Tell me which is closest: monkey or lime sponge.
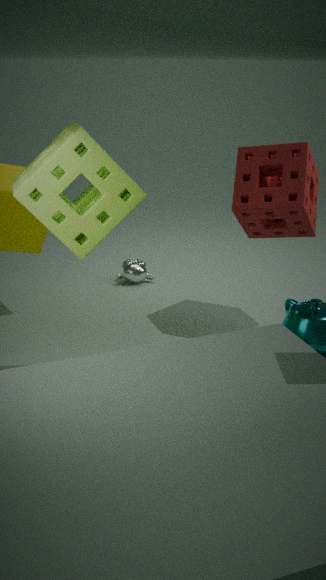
lime sponge
